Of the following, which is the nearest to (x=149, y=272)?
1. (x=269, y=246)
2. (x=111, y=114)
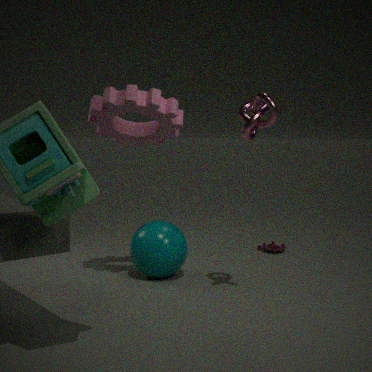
(x=111, y=114)
